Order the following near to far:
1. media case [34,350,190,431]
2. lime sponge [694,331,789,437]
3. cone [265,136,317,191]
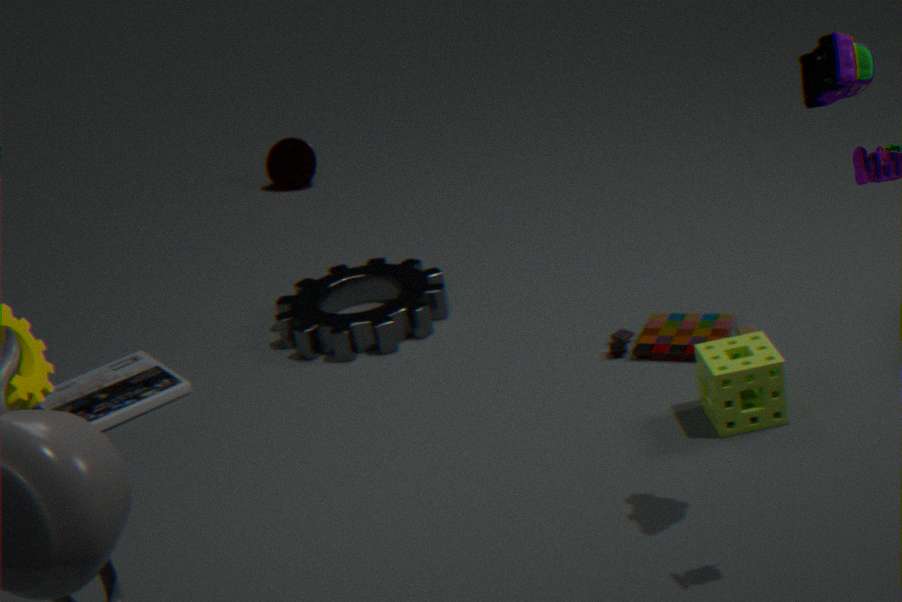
lime sponge [694,331,789,437] < media case [34,350,190,431] < cone [265,136,317,191]
